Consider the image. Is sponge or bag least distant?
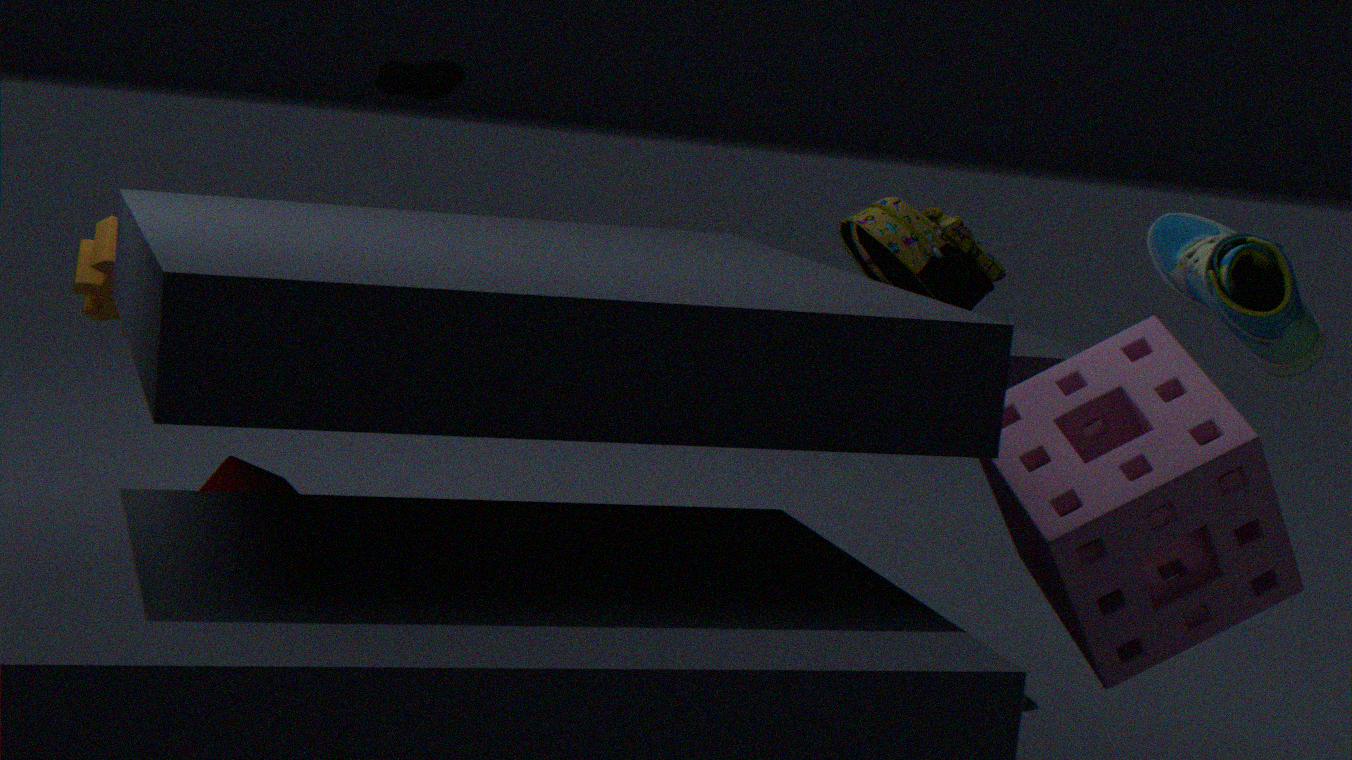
sponge
